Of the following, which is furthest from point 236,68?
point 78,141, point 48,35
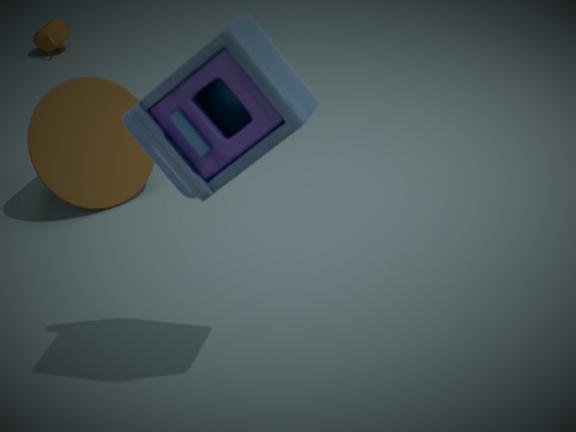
point 48,35
